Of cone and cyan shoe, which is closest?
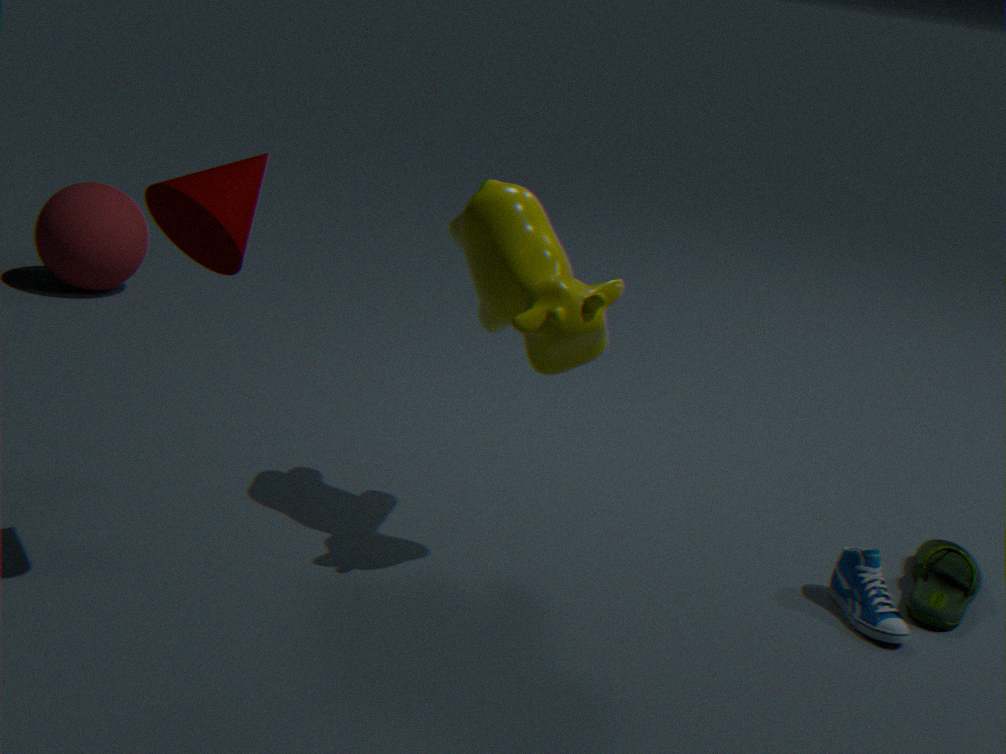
cone
